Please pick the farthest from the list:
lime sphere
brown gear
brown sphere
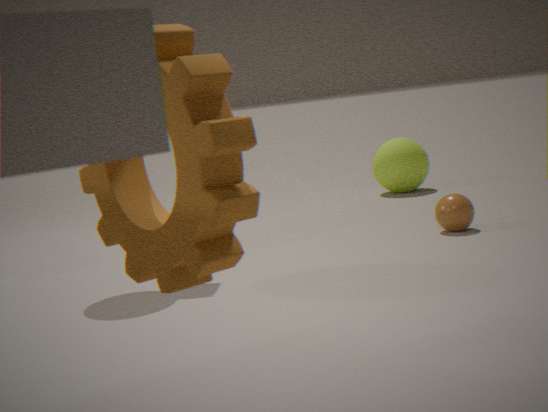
lime sphere
